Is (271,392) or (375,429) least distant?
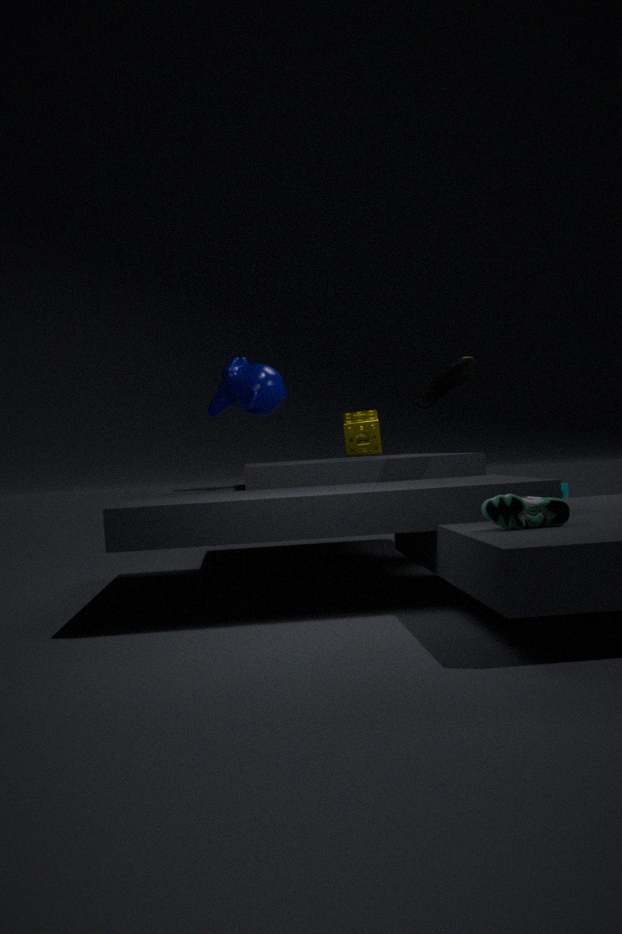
(271,392)
